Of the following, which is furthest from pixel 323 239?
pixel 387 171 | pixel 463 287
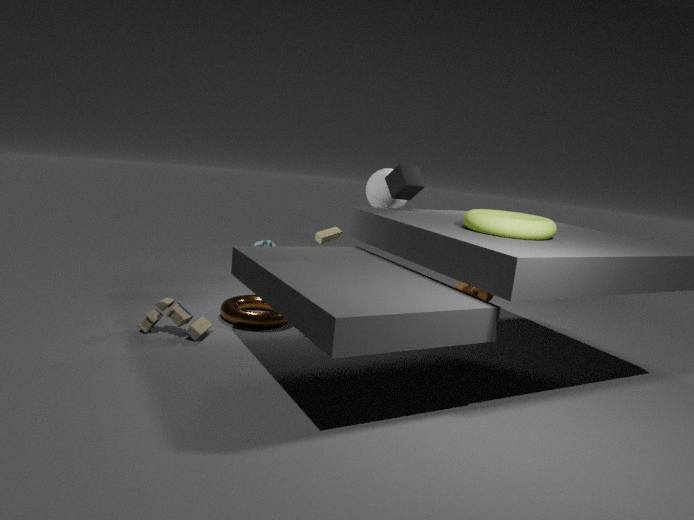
pixel 463 287
